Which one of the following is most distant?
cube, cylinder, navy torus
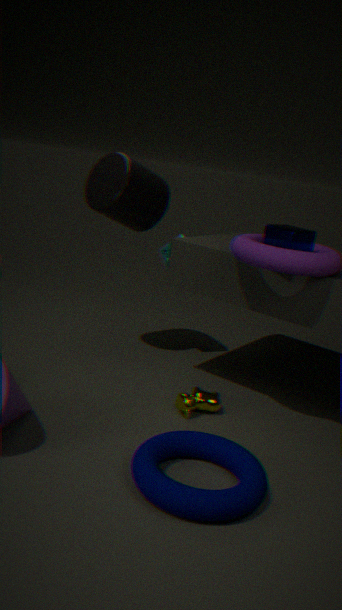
cylinder
